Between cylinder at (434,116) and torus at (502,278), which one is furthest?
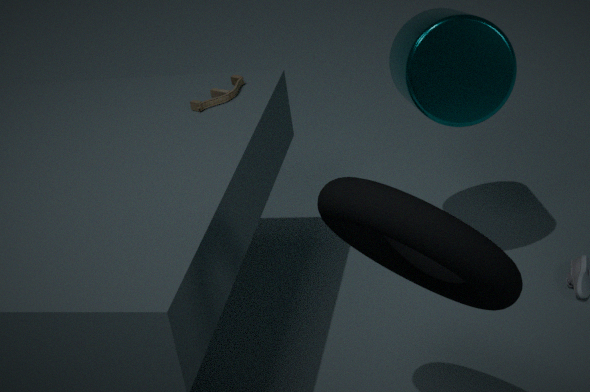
cylinder at (434,116)
